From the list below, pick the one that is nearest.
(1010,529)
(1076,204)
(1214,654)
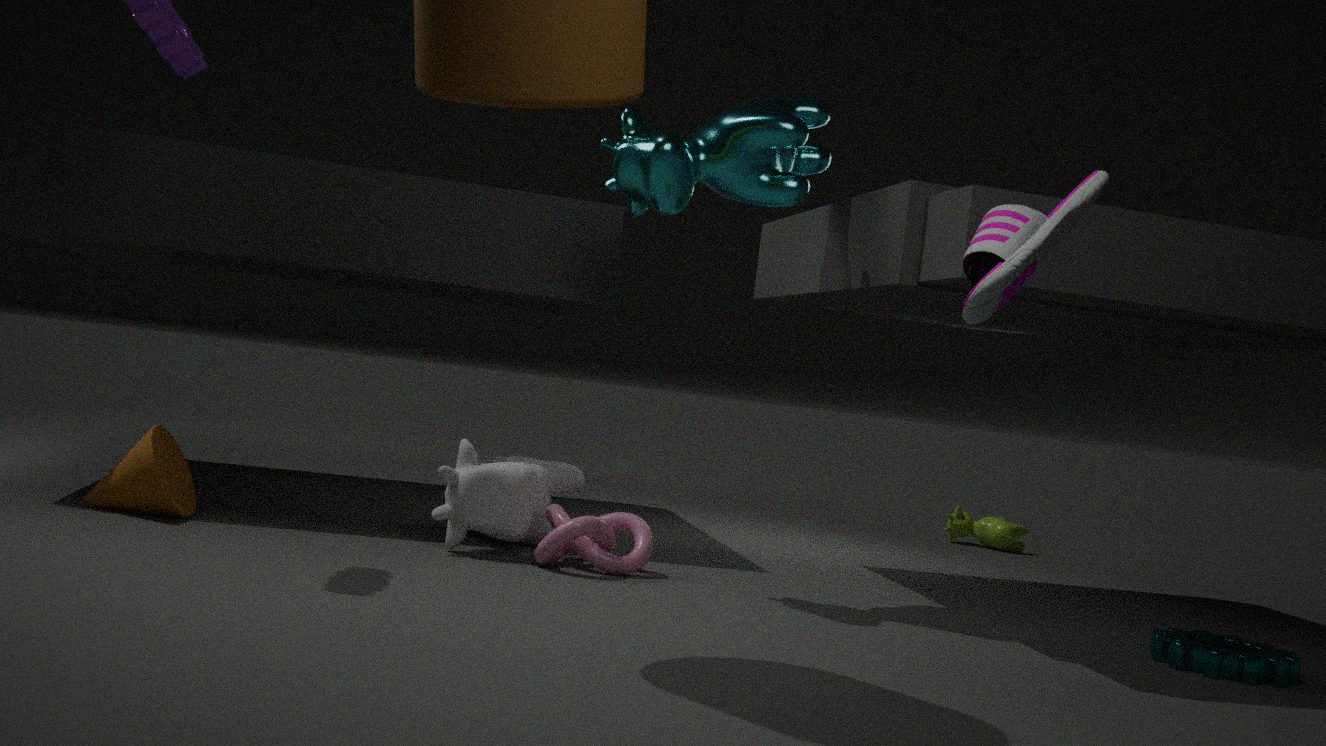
(1076,204)
